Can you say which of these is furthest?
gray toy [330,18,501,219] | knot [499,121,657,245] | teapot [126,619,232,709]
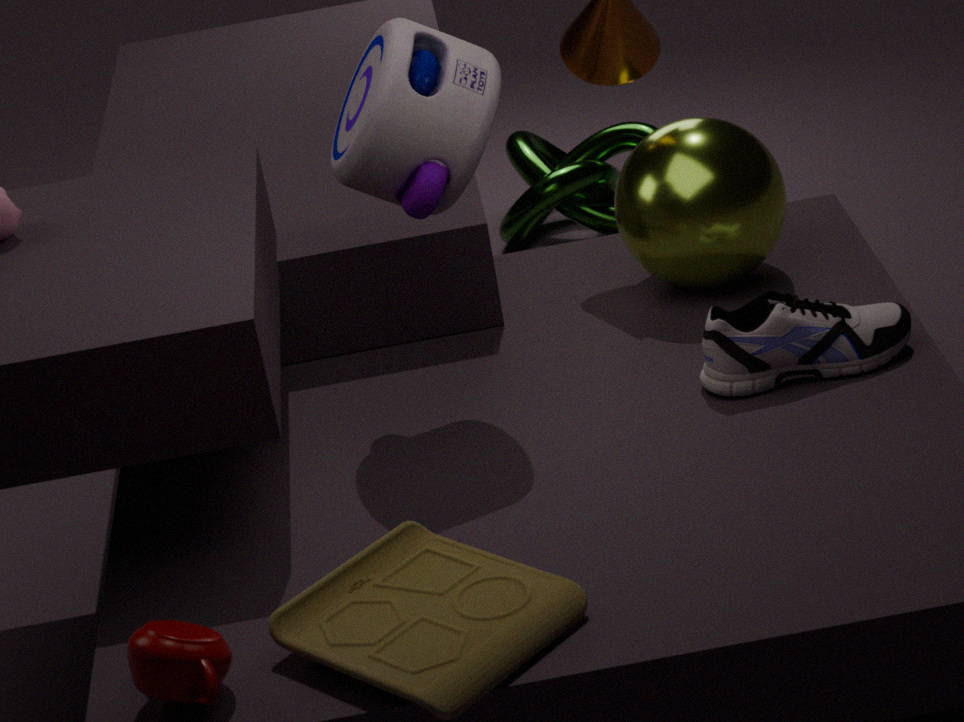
knot [499,121,657,245]
